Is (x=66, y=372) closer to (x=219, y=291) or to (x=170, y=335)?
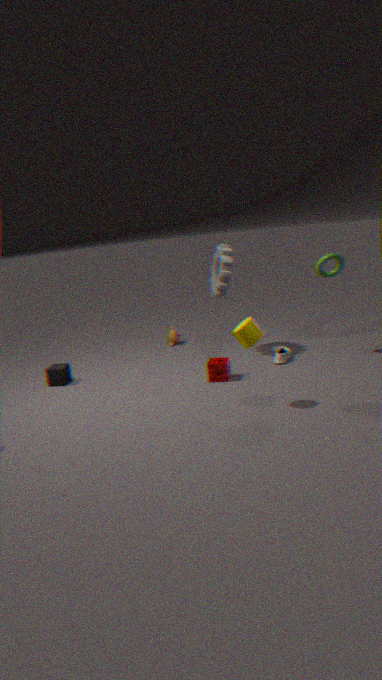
(x=170, y=335)
